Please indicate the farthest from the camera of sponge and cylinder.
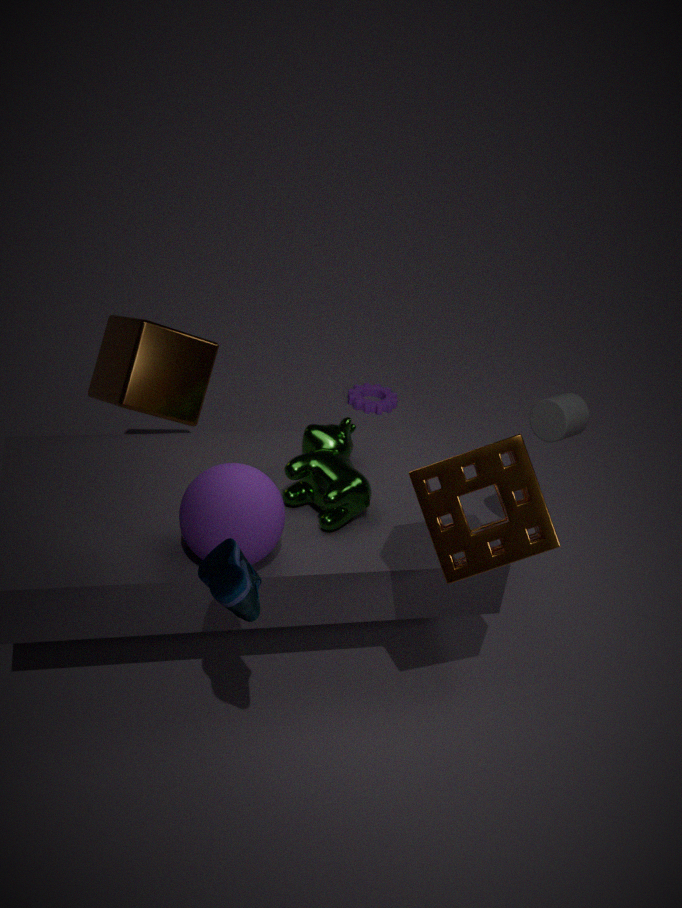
cylinder
